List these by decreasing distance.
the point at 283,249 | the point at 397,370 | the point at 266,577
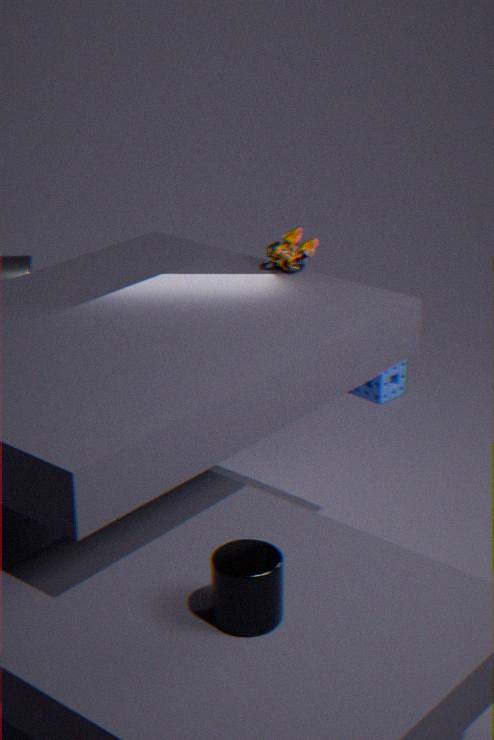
the point at 397,370 < the point at 283,249 < the point at 266,577
